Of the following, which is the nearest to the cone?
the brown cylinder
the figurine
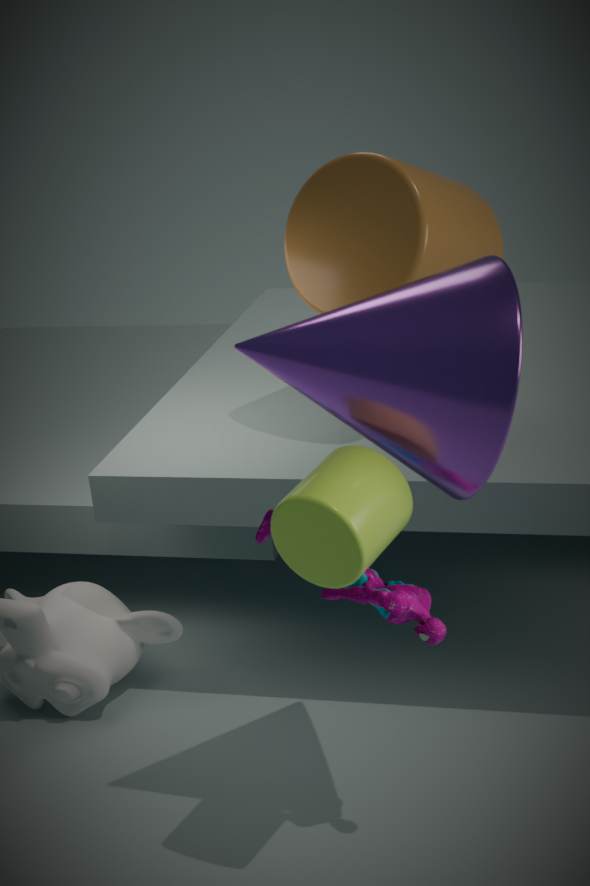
the figurine
